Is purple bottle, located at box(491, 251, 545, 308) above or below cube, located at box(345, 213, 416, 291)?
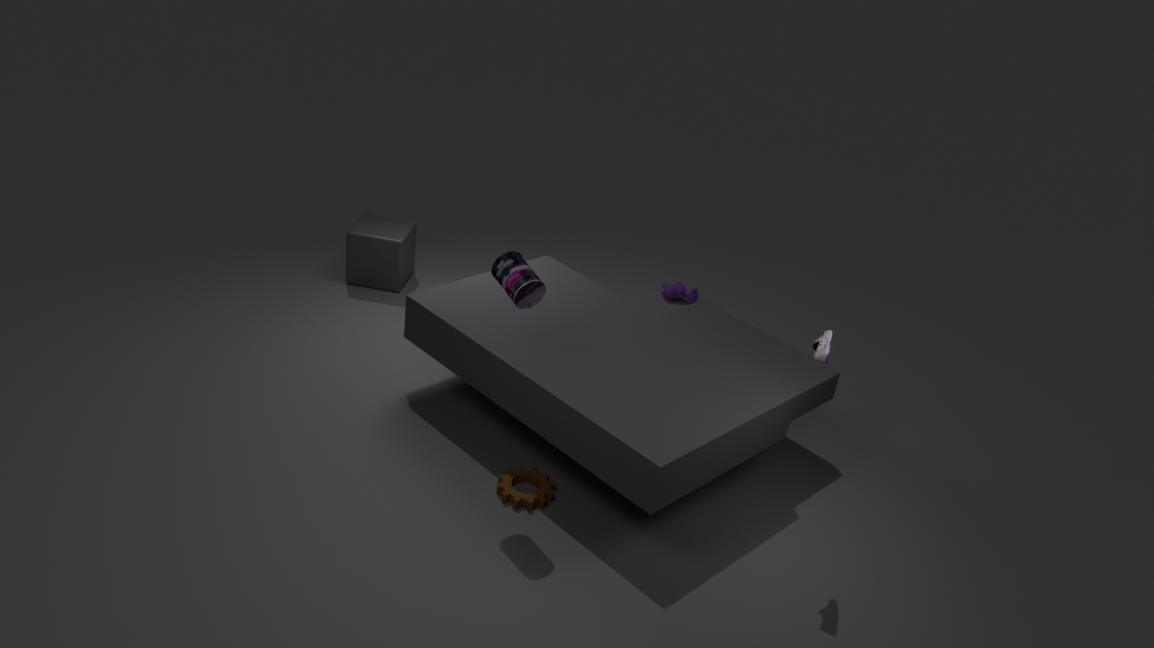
above
